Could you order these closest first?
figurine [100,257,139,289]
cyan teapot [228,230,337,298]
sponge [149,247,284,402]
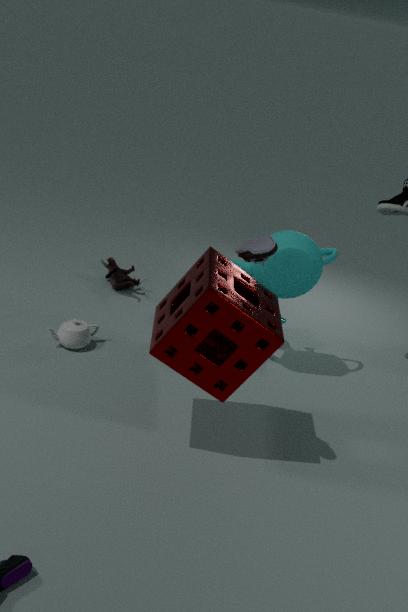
1. sponge [149,247,284,402]
2. cyan teapot [228,230,337,298]
3. figurine [100,257,139,289]
